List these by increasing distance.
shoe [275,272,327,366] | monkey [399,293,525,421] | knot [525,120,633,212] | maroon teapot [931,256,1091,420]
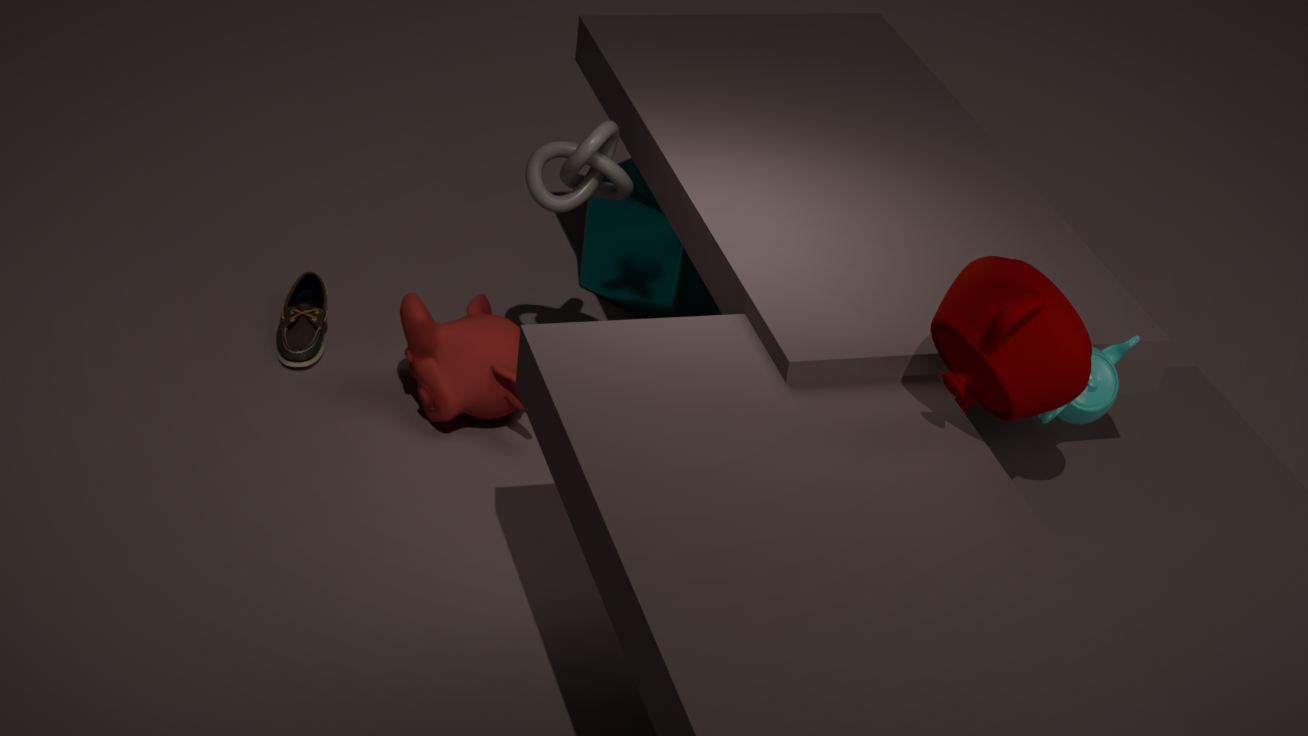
maroon teapot [931,256,1091,420], knot [525,120,633,212], monkey [399,293,525,421], shoe [275,272,327,366]
